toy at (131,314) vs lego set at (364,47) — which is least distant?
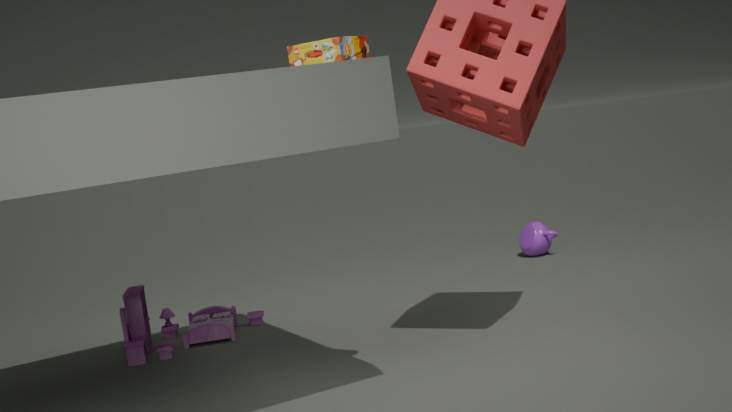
lego set at (364,47)
